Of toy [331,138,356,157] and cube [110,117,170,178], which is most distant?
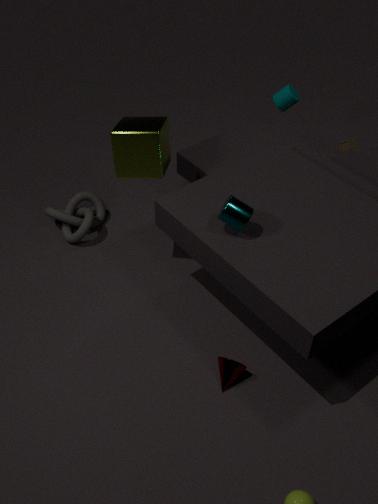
toy [331,138,356,157]
